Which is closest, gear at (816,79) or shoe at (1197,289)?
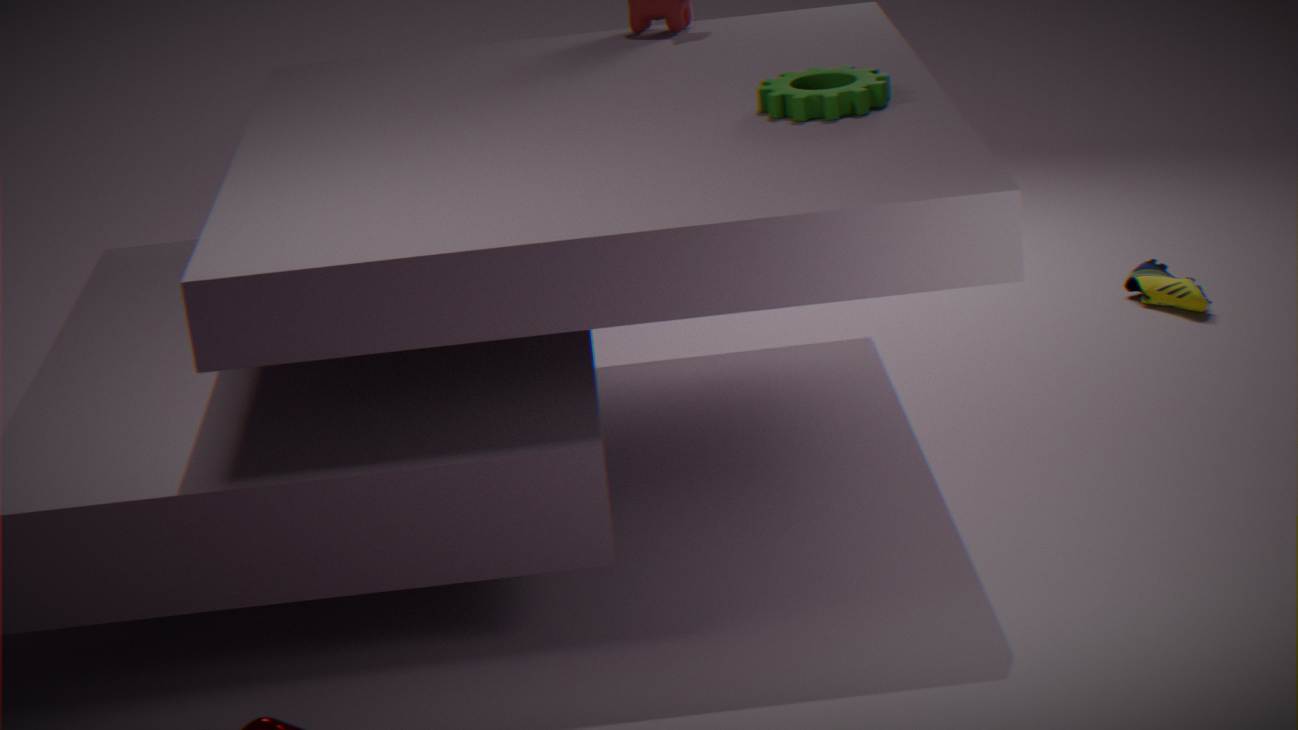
gear at (816,79)
